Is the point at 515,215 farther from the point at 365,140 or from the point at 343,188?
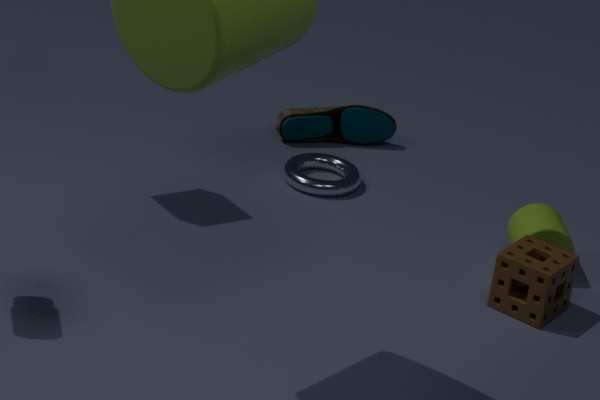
the point at 365,140
